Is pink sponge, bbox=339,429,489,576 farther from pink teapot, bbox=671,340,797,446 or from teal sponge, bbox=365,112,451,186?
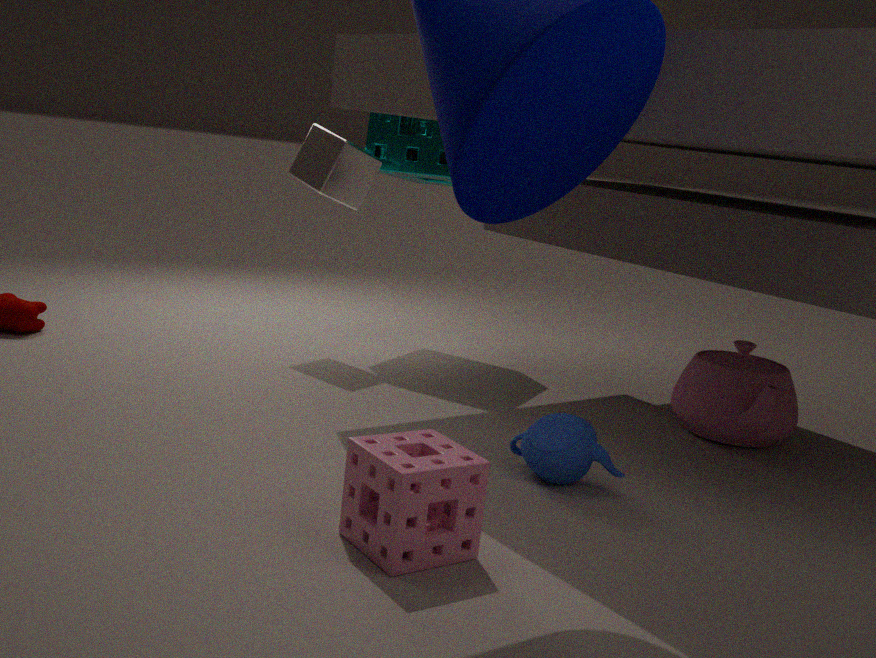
teal sponge, bbox=365,112,451,186
